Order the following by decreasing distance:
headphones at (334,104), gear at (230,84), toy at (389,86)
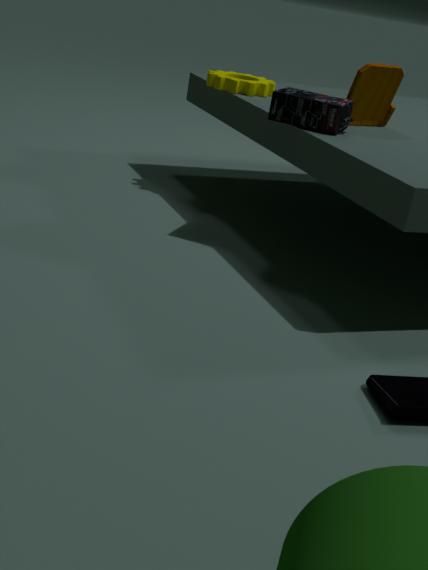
gear at (230,84) → toy at (389,86) → headphones at (334,104)
